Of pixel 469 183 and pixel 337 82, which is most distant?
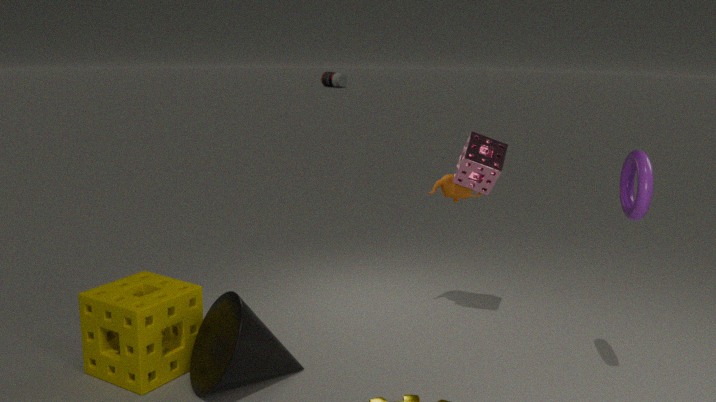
pixel 337 82
